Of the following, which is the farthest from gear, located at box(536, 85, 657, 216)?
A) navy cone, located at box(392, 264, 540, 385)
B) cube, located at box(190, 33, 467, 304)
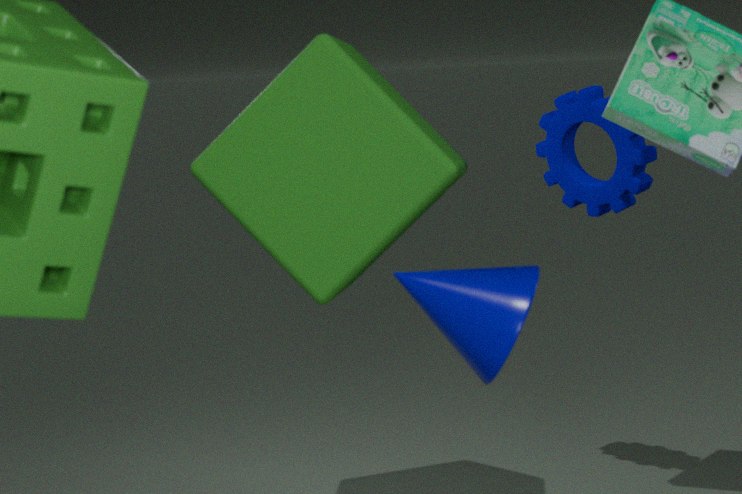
navy cone, located at box(392, 264, 540, 385)
